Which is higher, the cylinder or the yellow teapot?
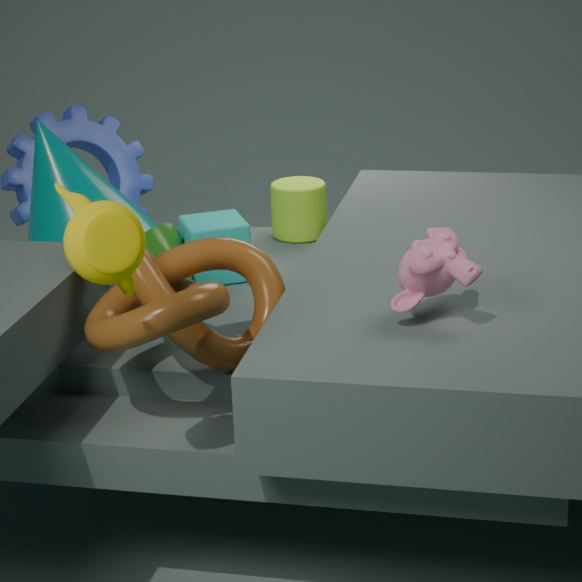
the yellow teapot
